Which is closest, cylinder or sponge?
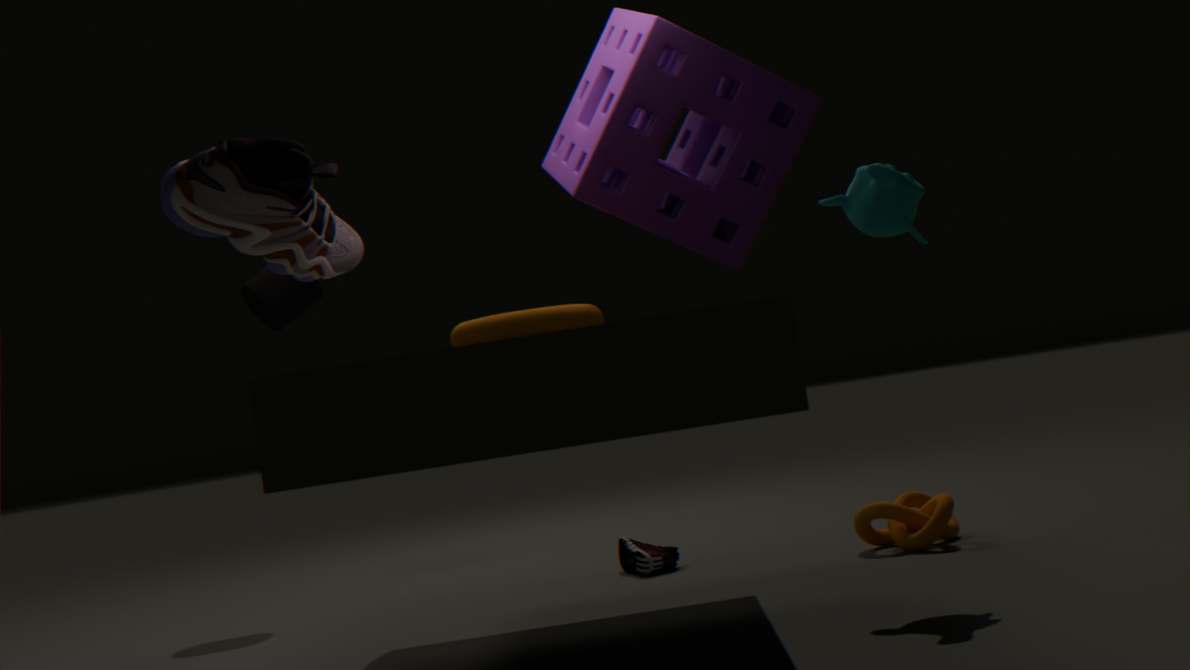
sponge
